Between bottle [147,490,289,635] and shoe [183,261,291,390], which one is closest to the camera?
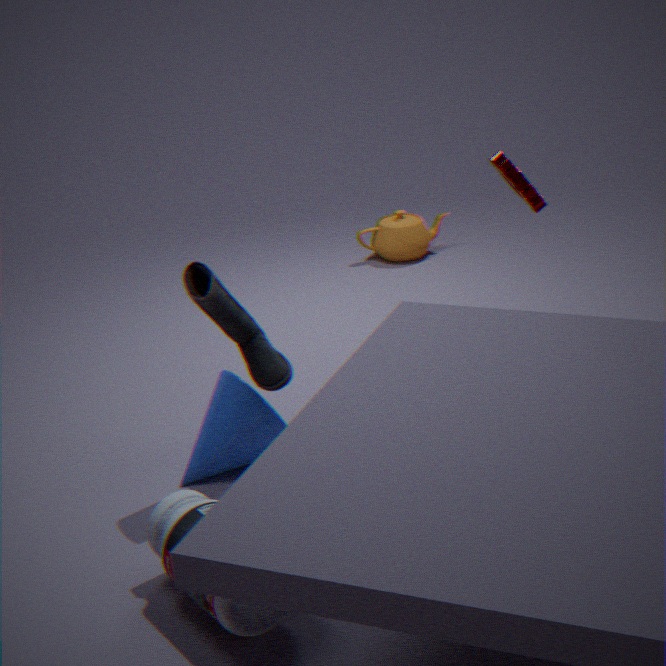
bottle [147,490,289,635]
